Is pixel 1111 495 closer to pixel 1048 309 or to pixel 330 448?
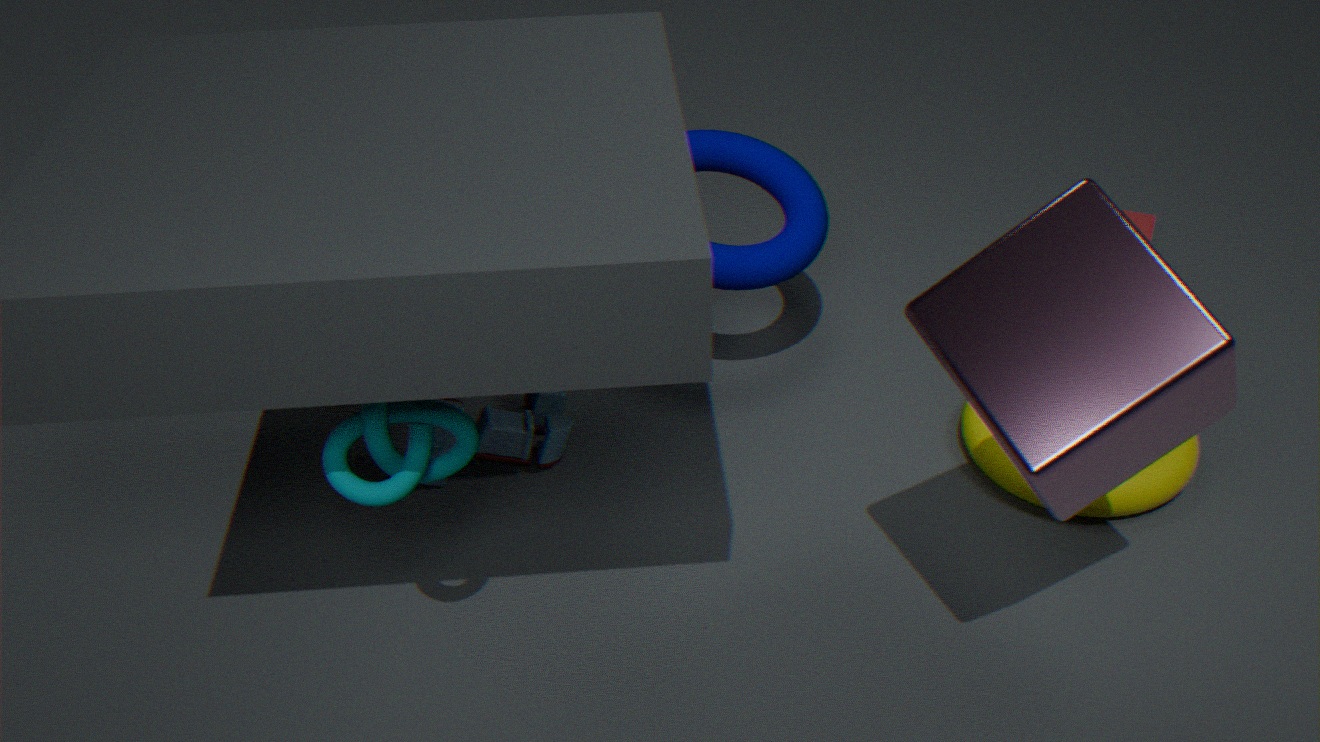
pixel 1048 309
